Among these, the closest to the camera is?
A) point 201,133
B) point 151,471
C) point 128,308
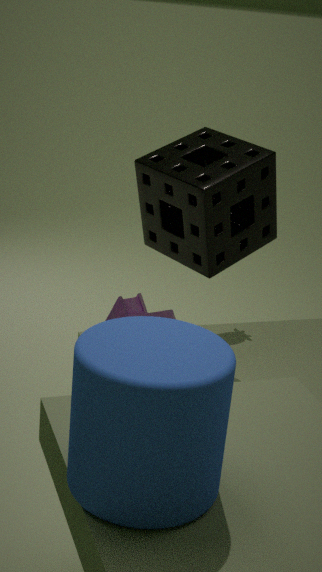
point 151,471
